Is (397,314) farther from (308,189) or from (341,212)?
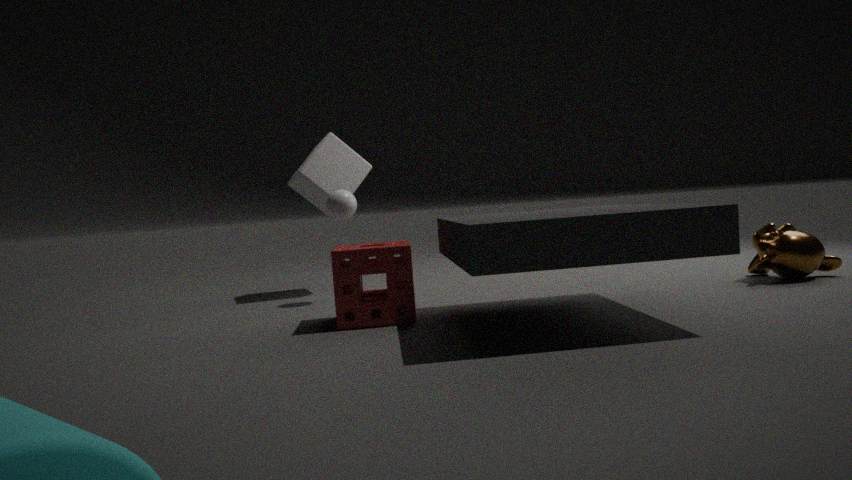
(308,189)
